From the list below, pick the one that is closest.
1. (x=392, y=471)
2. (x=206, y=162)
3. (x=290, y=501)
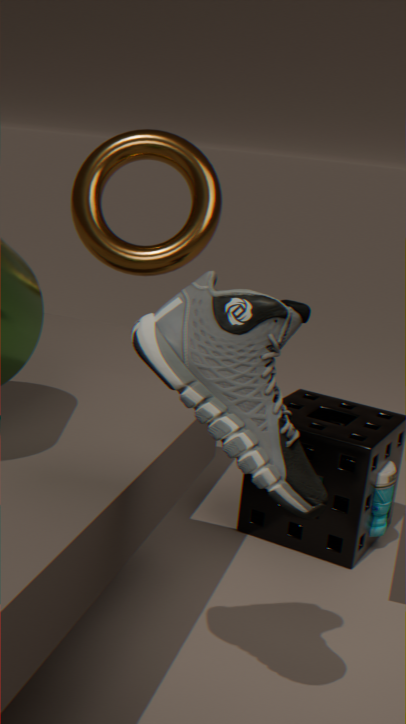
(x=290, y=501)
